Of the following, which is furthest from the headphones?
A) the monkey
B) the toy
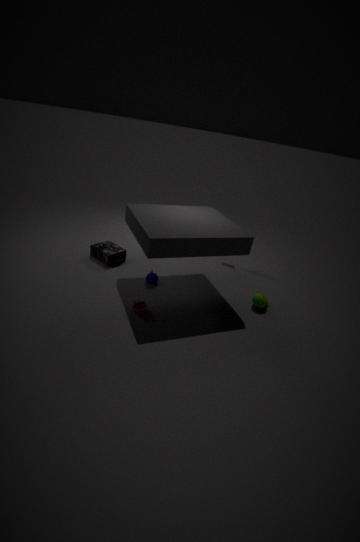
the toy
